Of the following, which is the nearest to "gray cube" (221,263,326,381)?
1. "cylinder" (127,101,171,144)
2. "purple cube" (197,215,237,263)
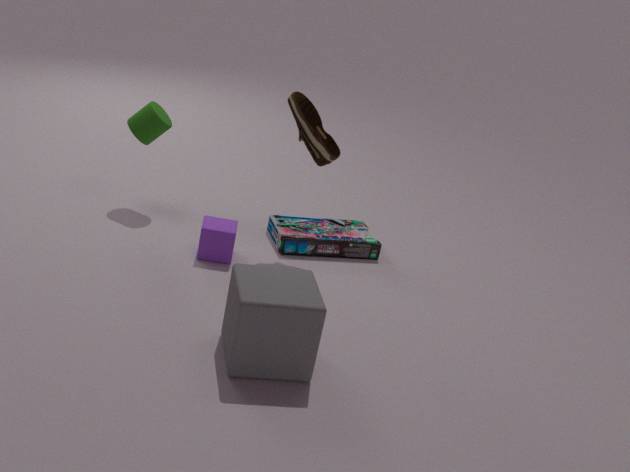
"purple cube" (197,215,237,263)
